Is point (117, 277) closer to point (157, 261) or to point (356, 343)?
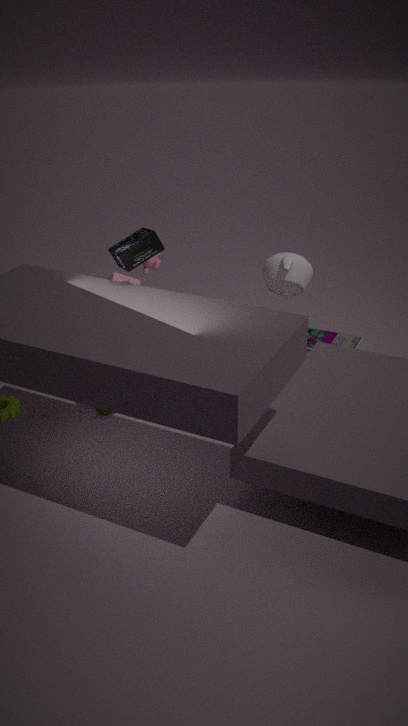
point (157, 261)
